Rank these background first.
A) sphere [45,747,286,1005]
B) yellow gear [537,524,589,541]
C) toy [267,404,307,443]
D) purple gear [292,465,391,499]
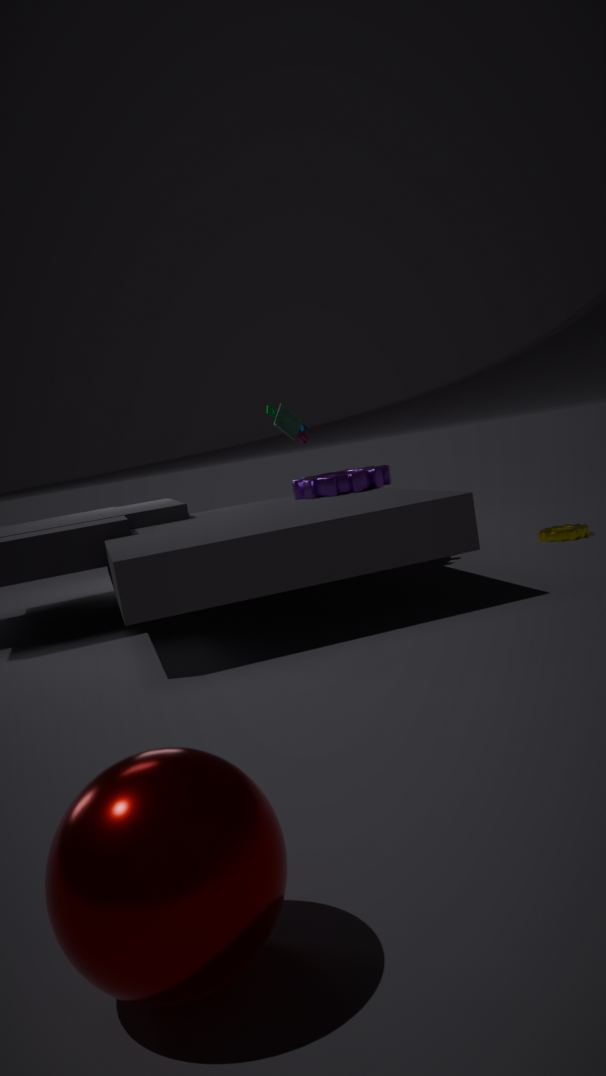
toy [267,404,307,443]
yellow gear [537,524,589,541]
purple gear [292,465,391,499]
sphere [45,747,286,1005]
